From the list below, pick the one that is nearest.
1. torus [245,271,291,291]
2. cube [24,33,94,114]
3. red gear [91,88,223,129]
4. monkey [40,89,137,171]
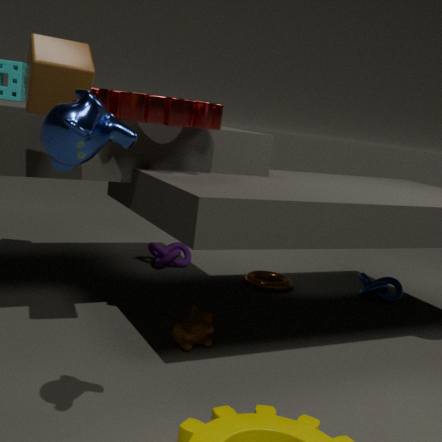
monkey [40,89,137,171]
